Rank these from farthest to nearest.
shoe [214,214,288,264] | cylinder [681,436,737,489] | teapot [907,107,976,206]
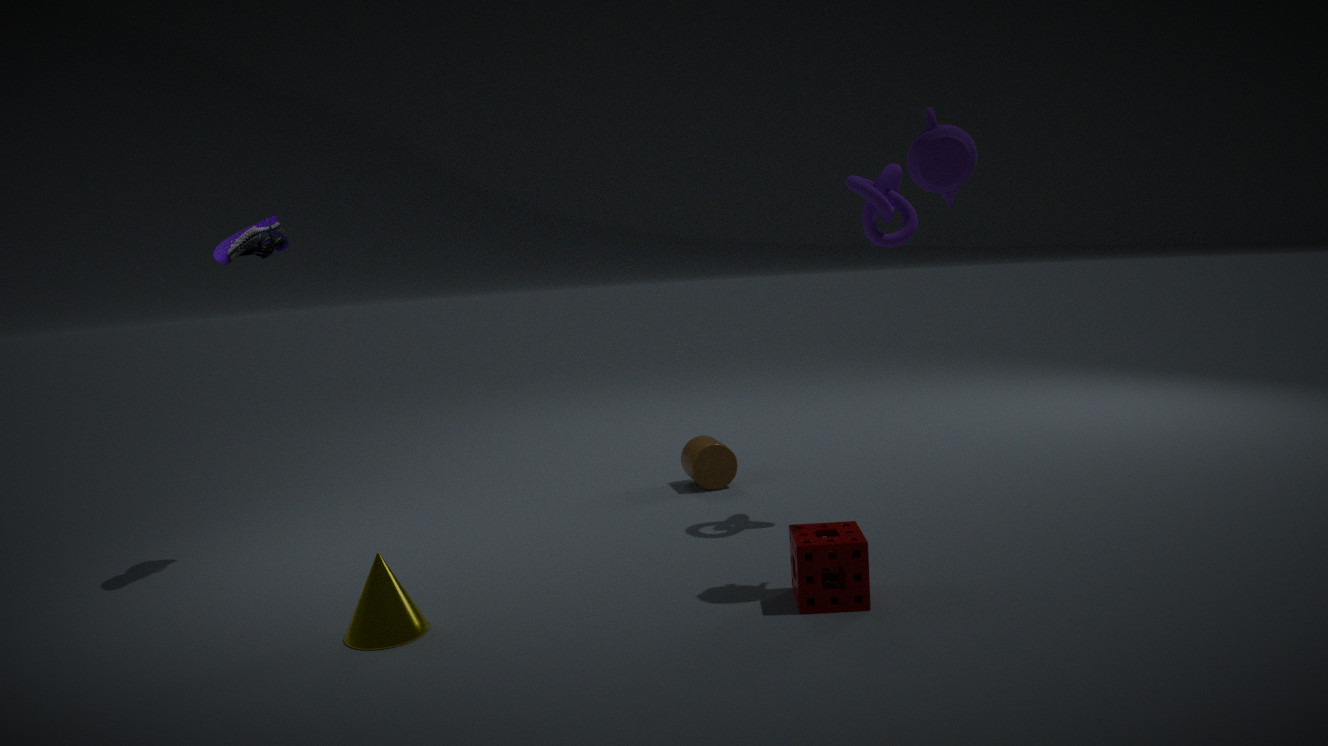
cylinder [681,436,737,489] < shoe [214,214,288,264] < teapot [907,107,976,206]
